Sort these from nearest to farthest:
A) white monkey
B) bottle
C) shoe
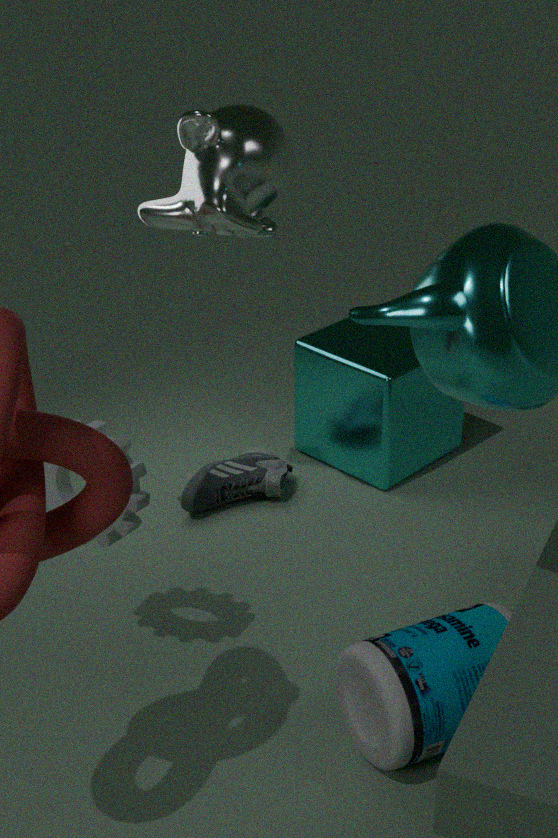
bottle < white monkey < shoe
